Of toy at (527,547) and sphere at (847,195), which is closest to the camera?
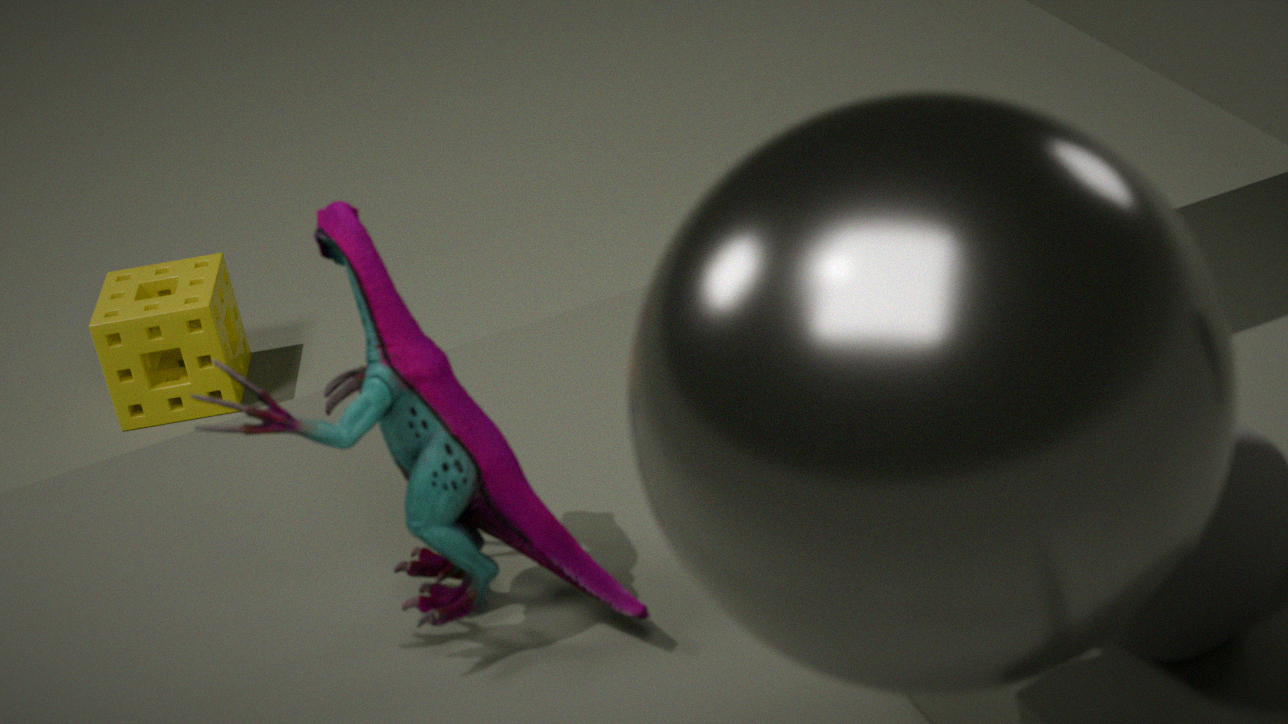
sphere at (847,195)
